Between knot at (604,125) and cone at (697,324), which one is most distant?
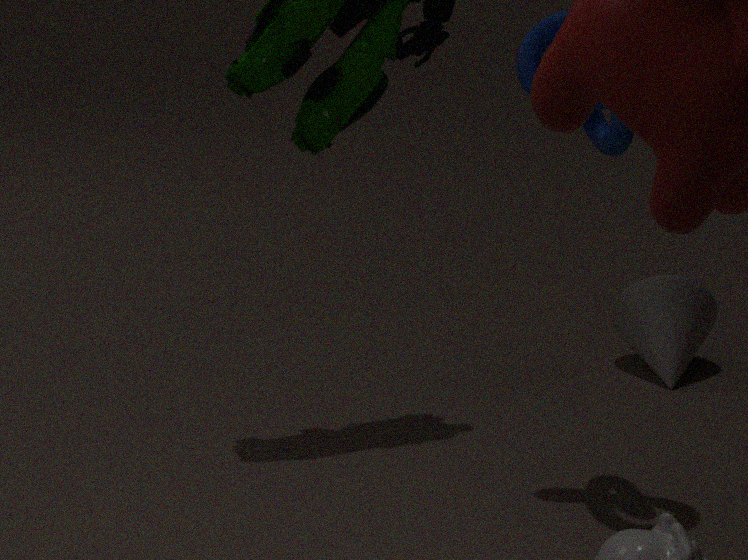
cone at (697,324)
